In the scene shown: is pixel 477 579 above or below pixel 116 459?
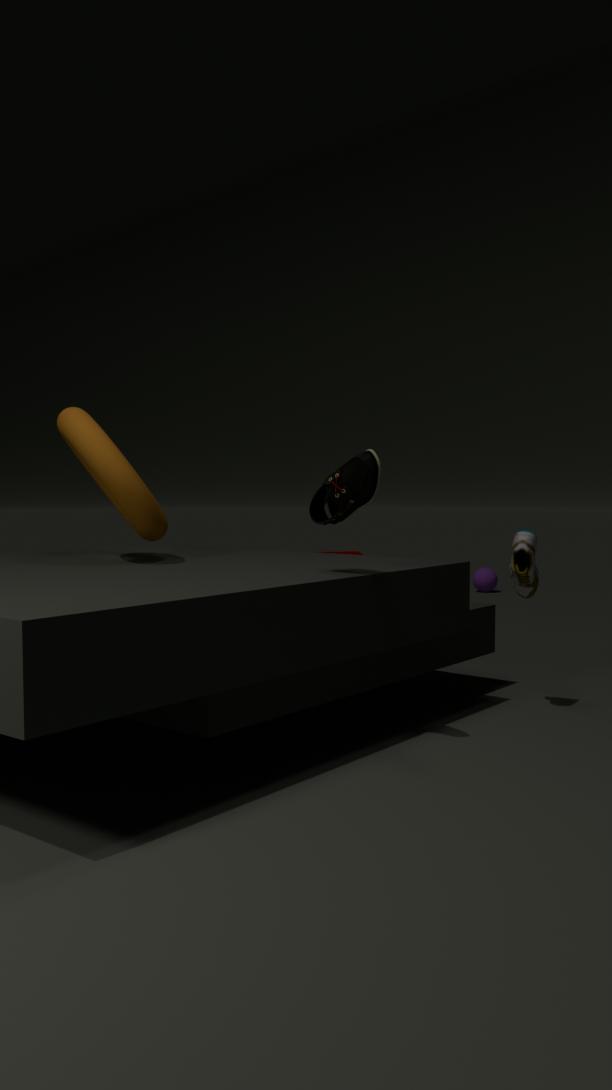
below
